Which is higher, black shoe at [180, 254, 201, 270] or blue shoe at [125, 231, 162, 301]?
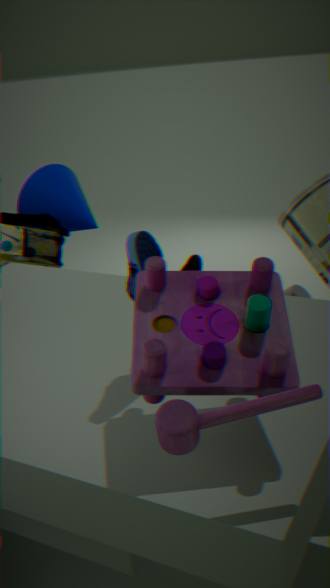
blue shoe at [125, 231, 162, 301]
